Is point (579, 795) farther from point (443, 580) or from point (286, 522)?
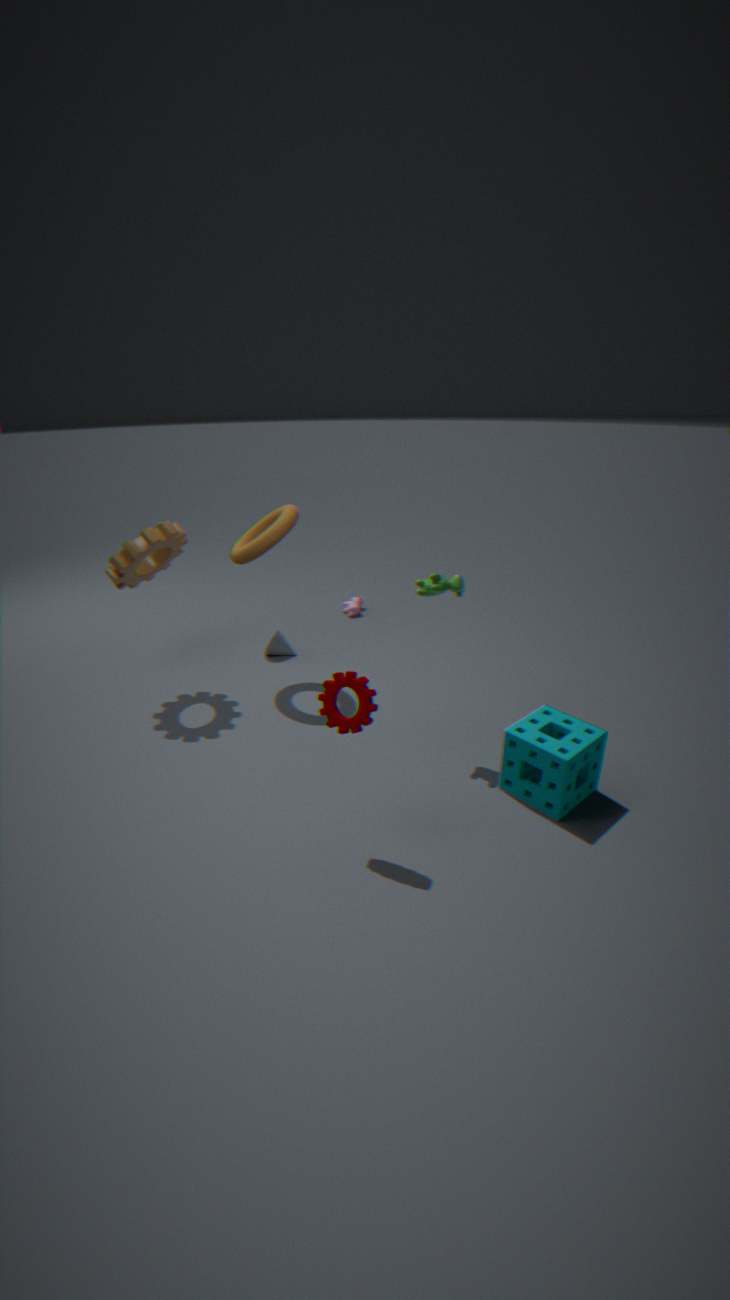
point (286, 522)
